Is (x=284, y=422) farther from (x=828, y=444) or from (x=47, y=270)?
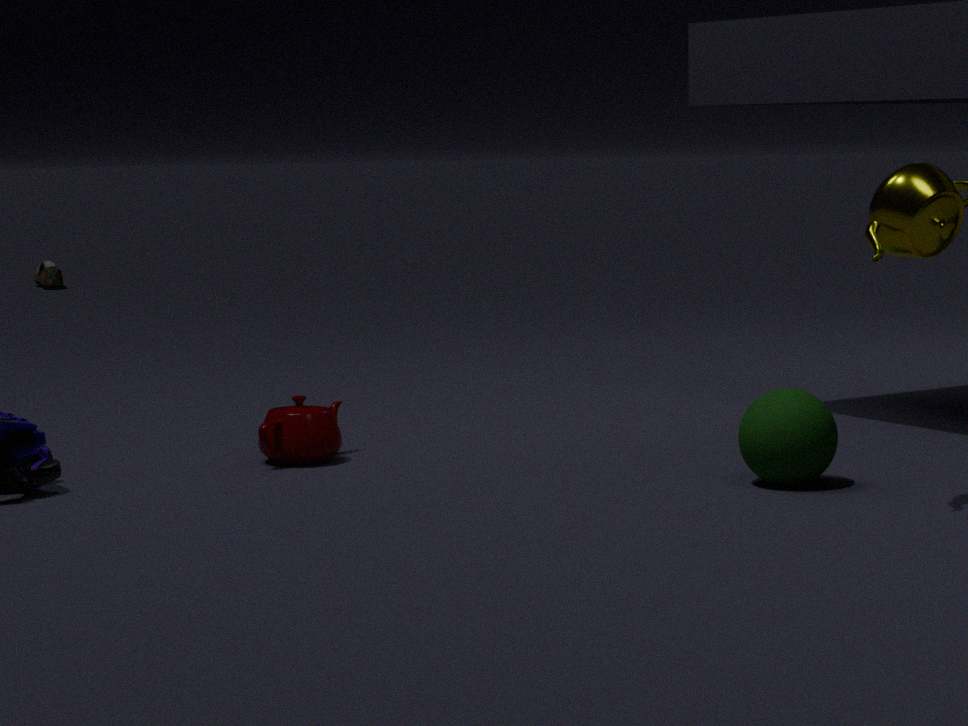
(x=47, y=270)
